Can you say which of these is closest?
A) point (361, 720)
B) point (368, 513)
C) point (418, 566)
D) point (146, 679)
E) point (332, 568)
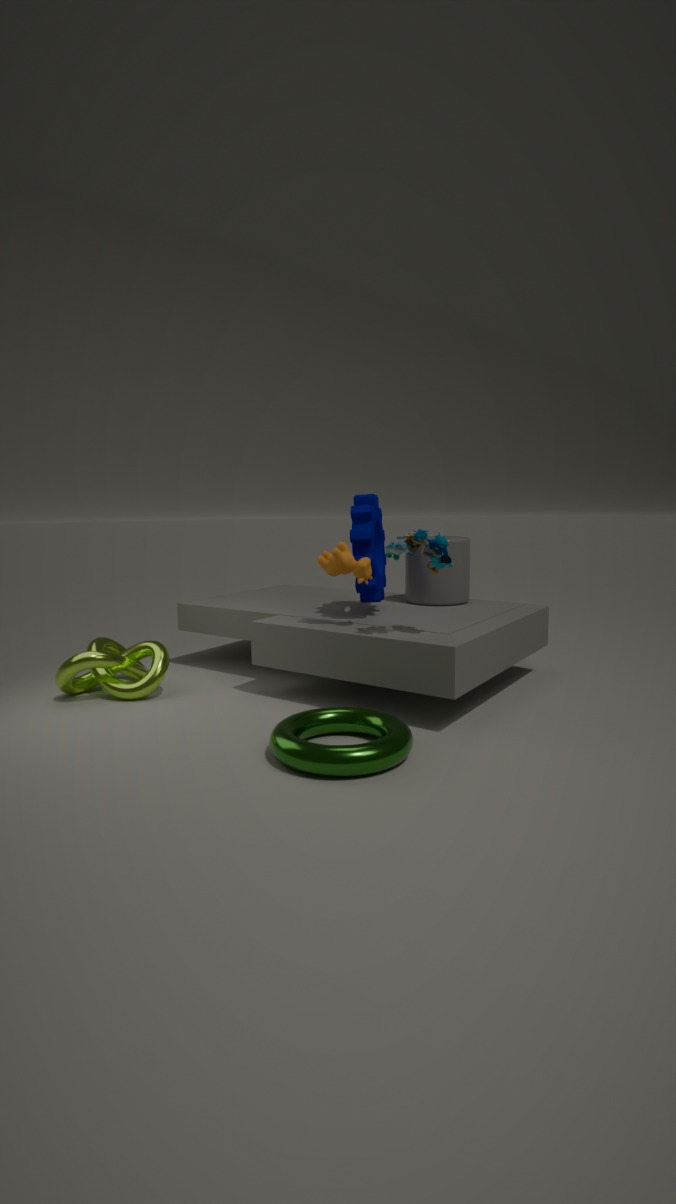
point (361, 720)
